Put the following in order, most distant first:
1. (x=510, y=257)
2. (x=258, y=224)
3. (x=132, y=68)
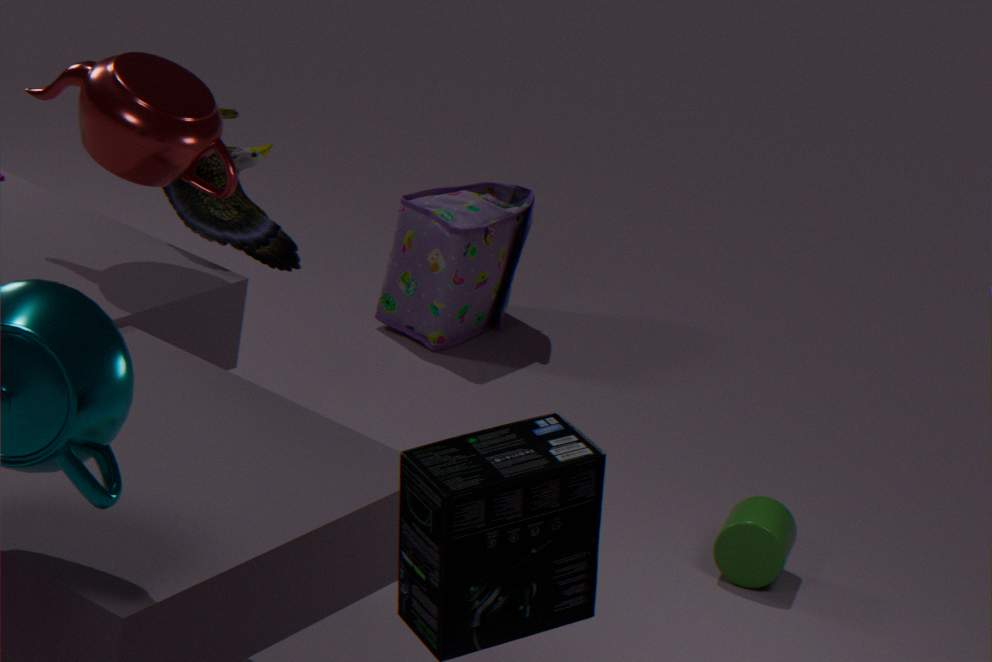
(x=510, y=257) → (x=258, y=224) → (x=132, y=68)
